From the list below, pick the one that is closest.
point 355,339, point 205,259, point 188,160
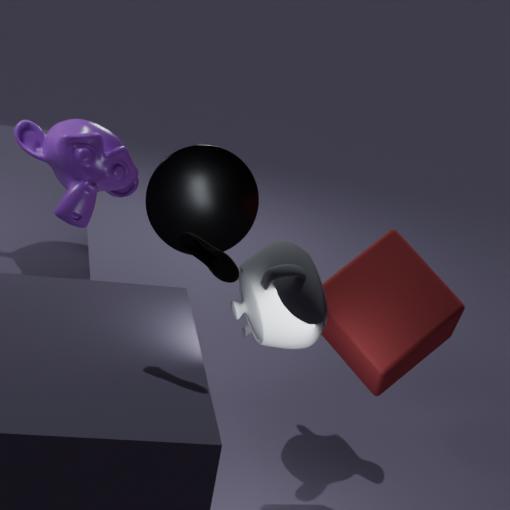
point 205,259
